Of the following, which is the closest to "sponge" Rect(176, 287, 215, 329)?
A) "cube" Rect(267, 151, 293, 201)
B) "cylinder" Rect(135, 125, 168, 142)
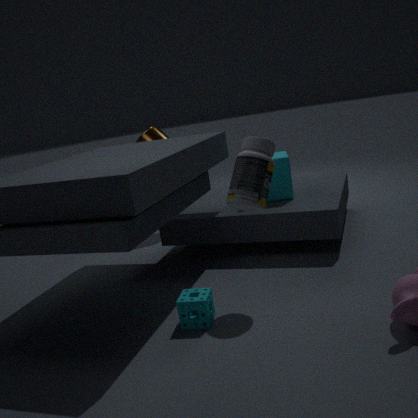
"cube" Rect(267, 151, 293, 201)
